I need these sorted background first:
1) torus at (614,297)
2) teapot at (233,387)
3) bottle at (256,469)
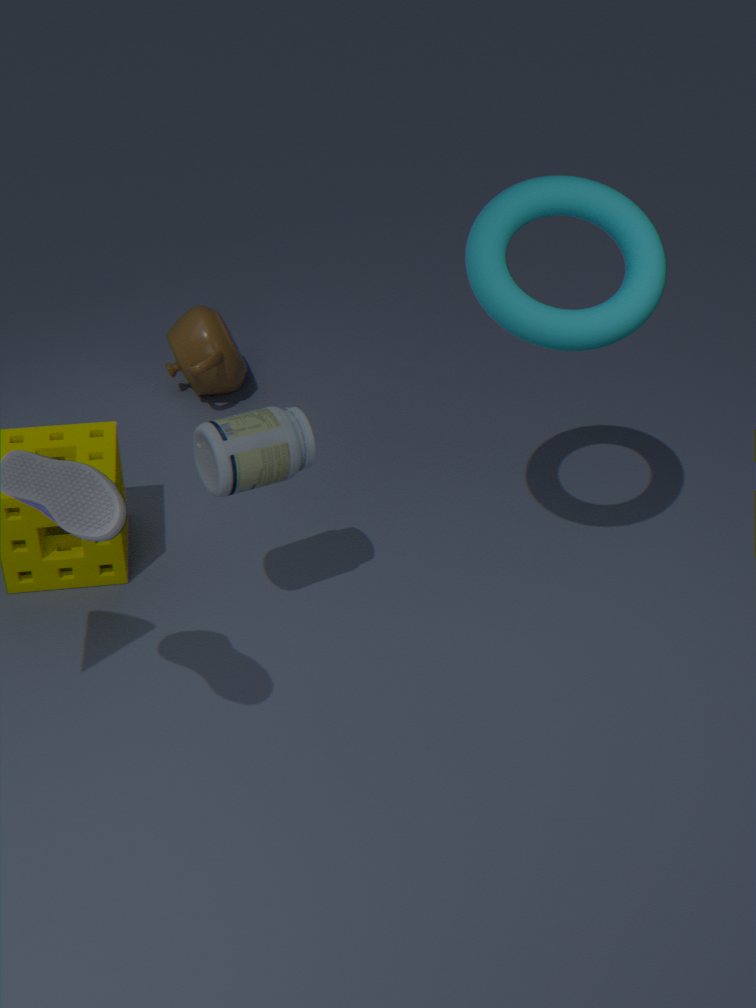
2. teapot at (233,387) < 3. bottle at (256,469) < 1. torus at (614,297)
